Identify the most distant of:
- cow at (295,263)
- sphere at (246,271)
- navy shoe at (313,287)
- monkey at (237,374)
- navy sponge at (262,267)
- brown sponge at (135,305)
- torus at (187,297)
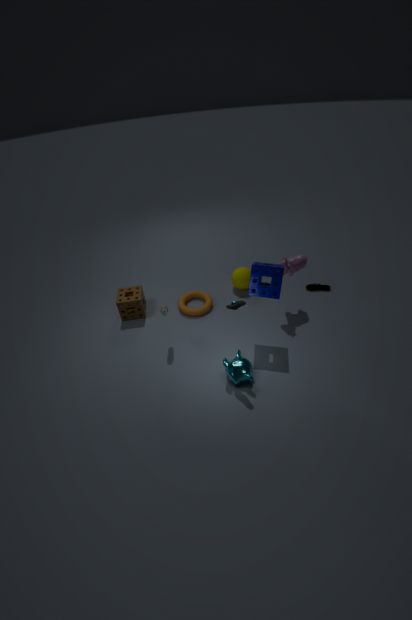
navy shoe at (313,287)
